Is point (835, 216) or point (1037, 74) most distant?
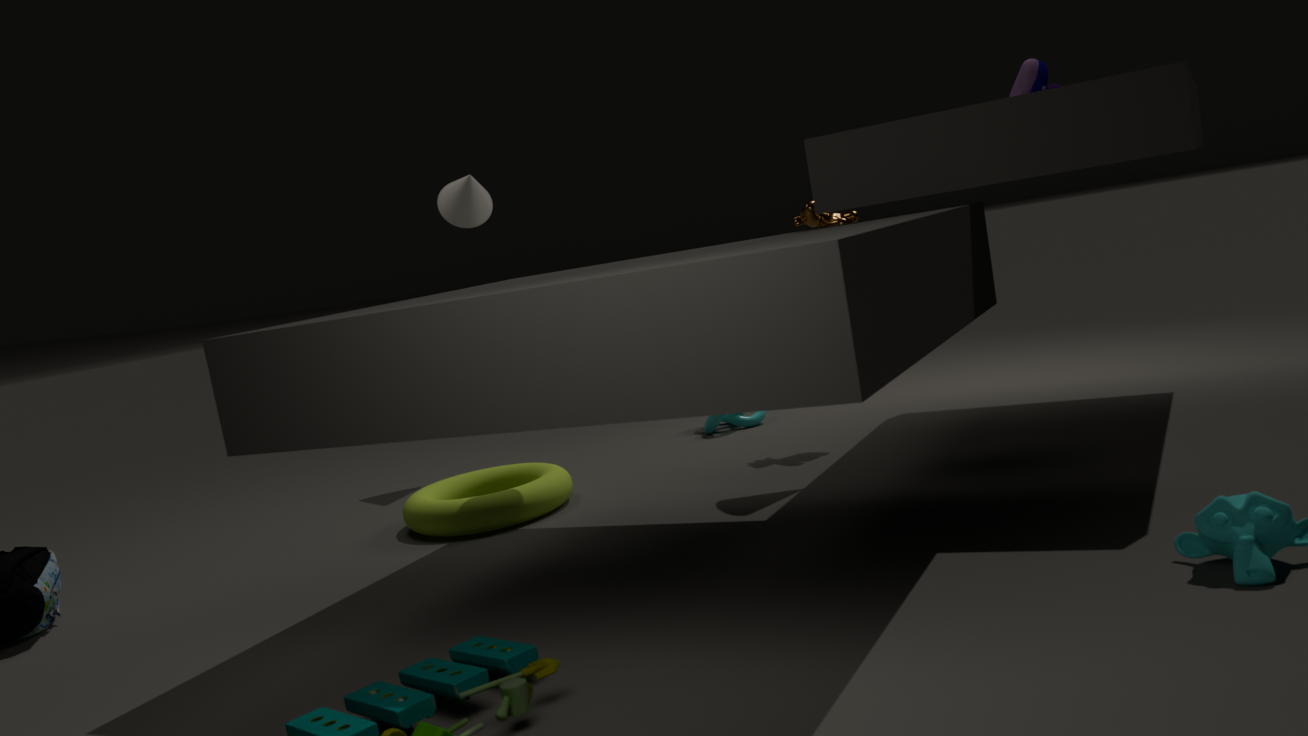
point (835, 216)
